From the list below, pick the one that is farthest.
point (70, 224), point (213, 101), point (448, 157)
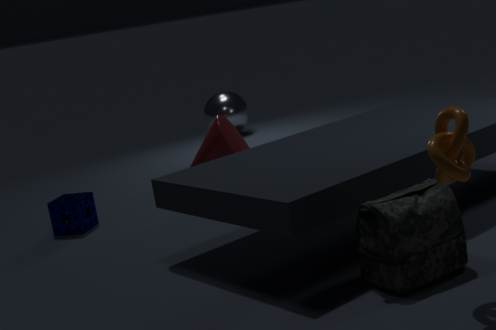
point (213, 101)
